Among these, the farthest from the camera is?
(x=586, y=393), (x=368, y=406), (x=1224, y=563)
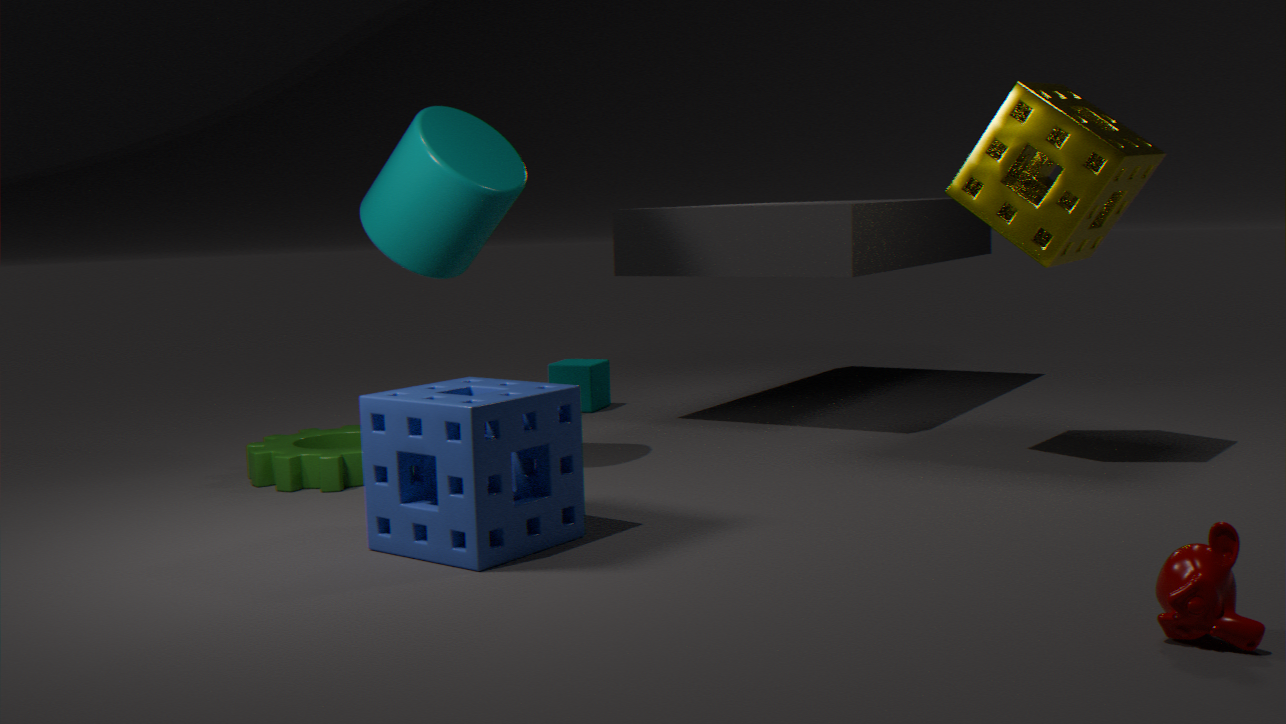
(x=586, y=393)
